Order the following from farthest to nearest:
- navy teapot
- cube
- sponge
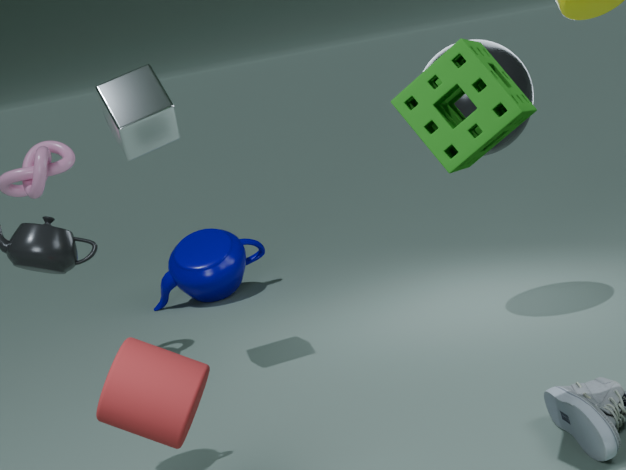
navy teapot
cube
sponge
